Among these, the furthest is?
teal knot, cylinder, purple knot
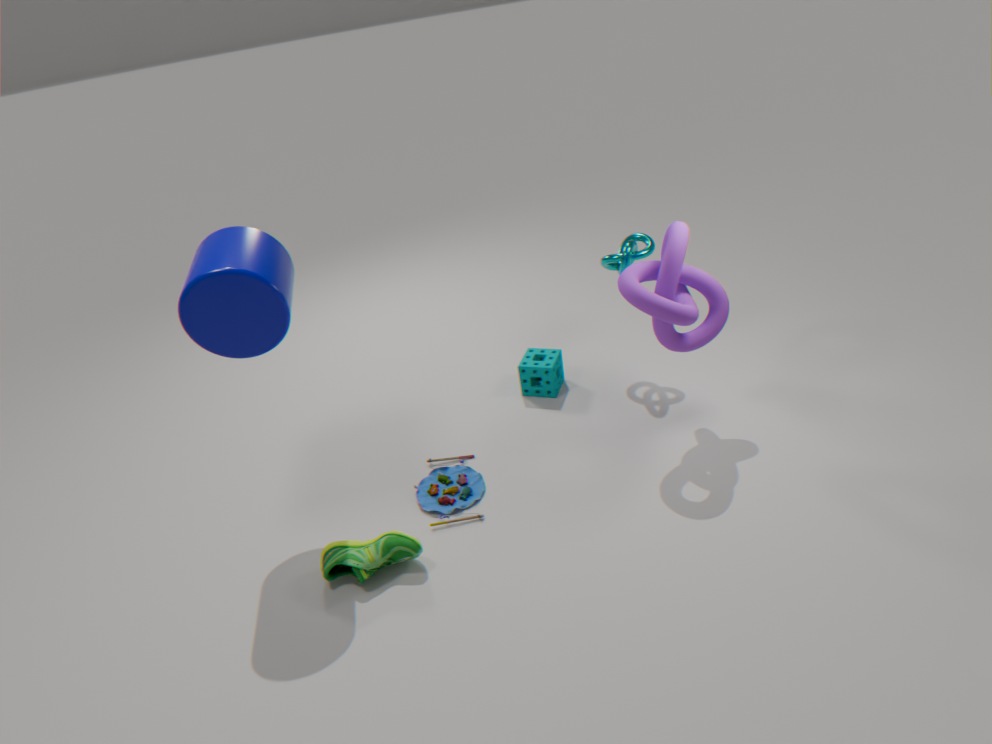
teal knot
